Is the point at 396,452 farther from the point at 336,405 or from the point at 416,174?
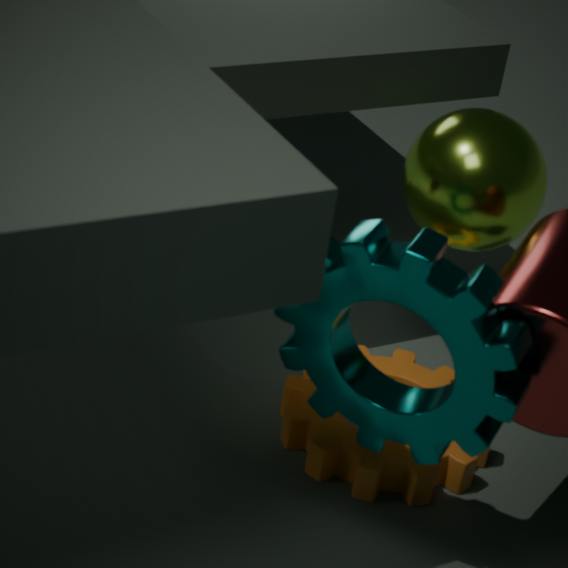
the point at 336,405
